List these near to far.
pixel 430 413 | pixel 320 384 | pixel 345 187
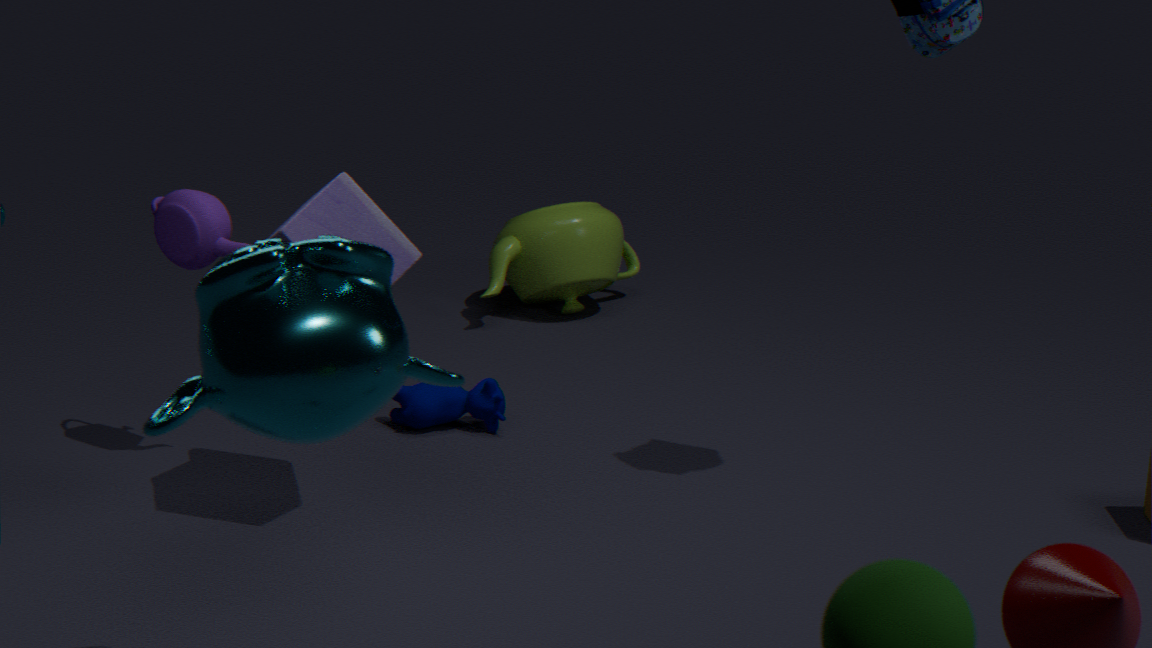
pixel 320 384 < pixel 345 187 < pixel 430 413
